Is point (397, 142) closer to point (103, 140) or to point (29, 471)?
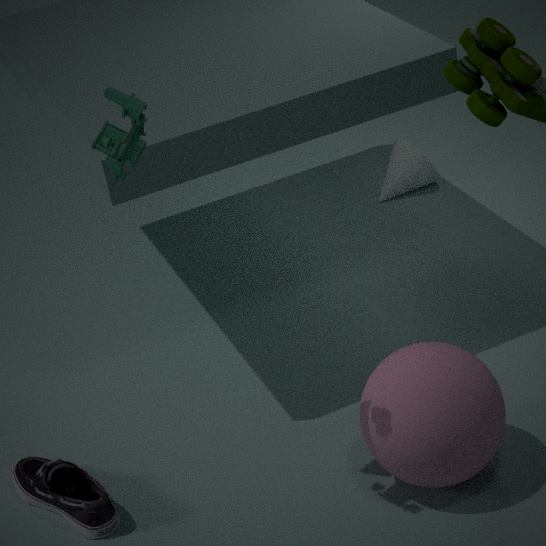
point (29, 471)
